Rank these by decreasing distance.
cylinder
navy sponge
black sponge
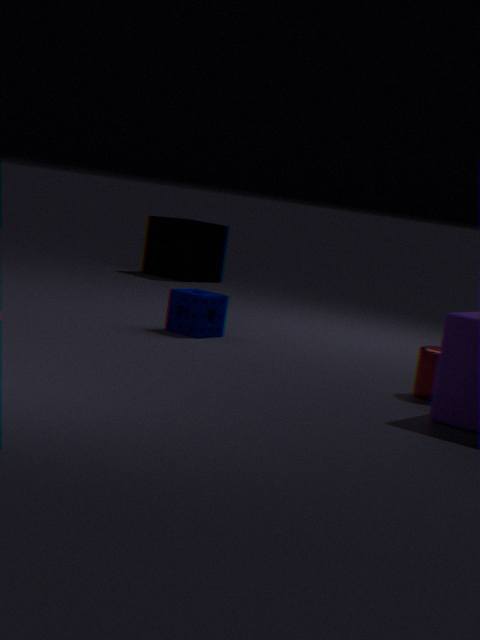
1. black sponge
2. navy sponge
3. cylinder
